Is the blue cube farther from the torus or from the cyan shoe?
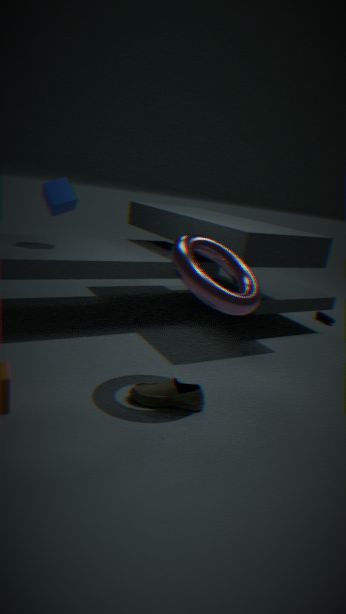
the cyan shoe
